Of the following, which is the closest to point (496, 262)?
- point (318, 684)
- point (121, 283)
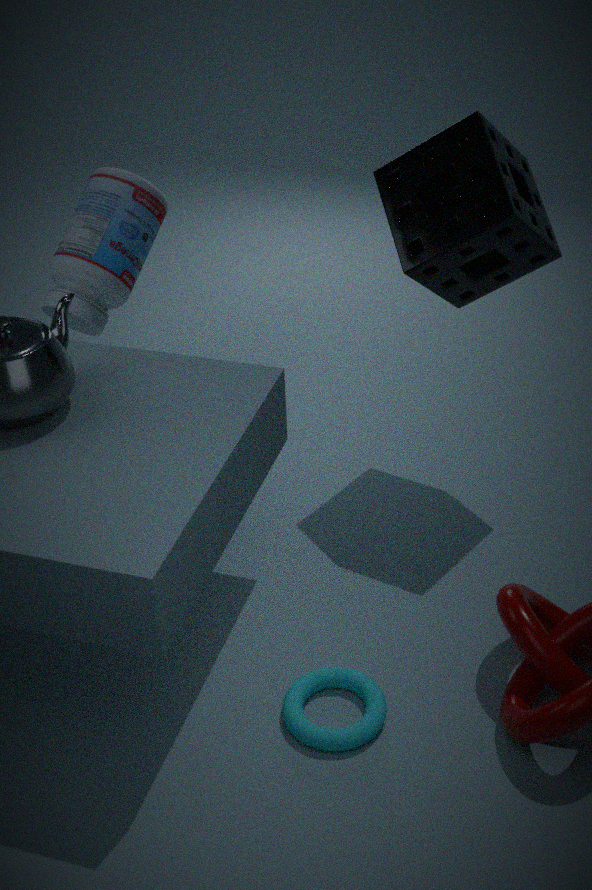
point (121, 283)
